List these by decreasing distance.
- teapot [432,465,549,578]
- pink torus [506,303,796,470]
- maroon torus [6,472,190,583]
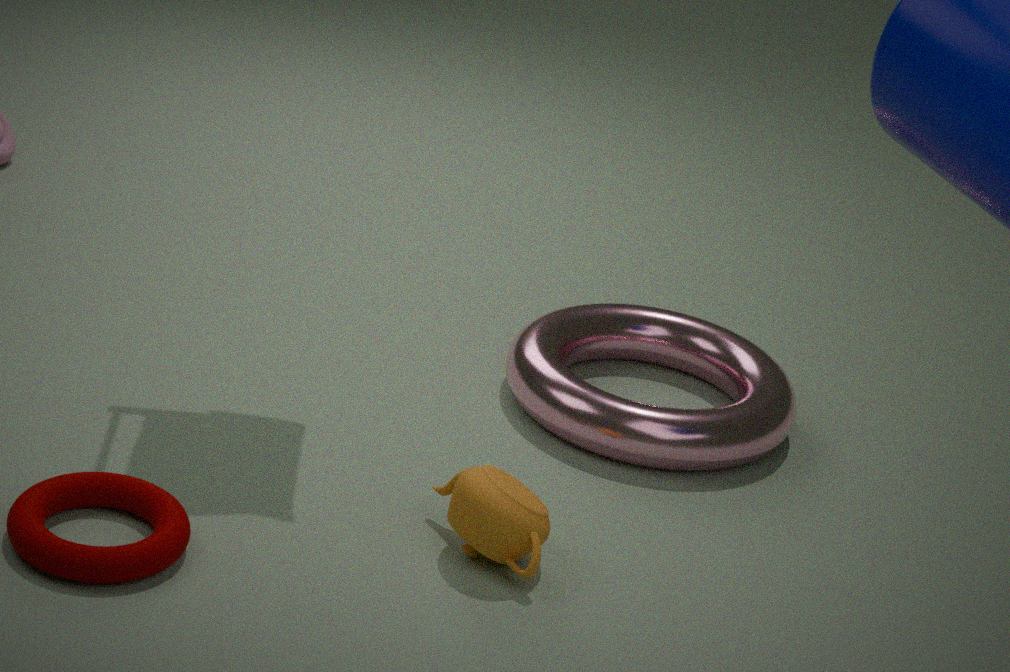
pink torus [506,303,796,470]
teapot [432,465,549,578]
maroon torus [6,472,190,583]
